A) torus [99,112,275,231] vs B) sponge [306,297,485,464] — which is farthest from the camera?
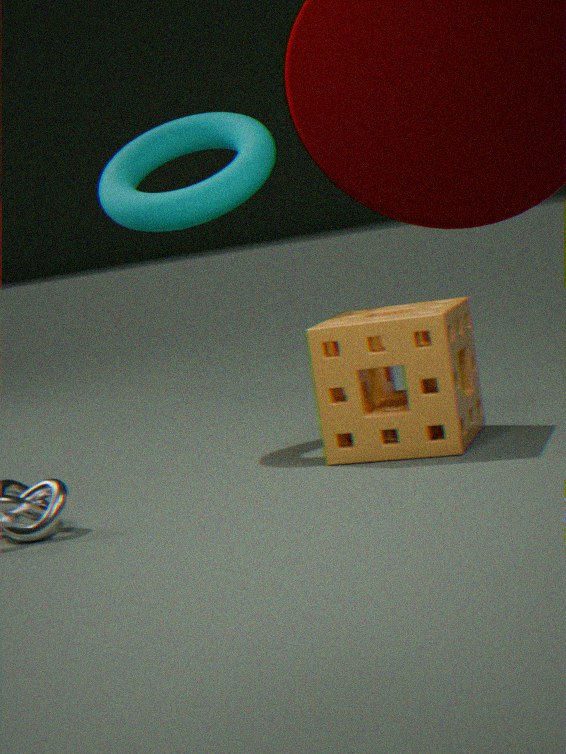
A. torus [99,112,275,231]
